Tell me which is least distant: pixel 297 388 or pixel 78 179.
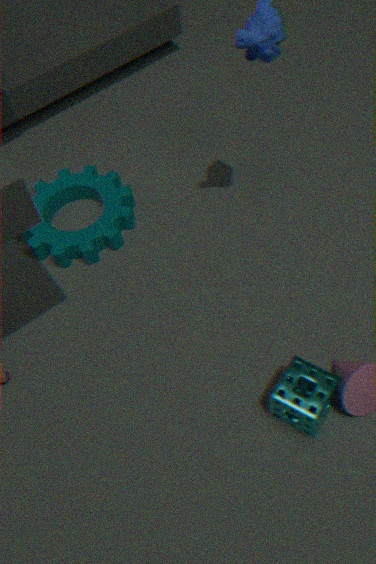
pixel 297 388
